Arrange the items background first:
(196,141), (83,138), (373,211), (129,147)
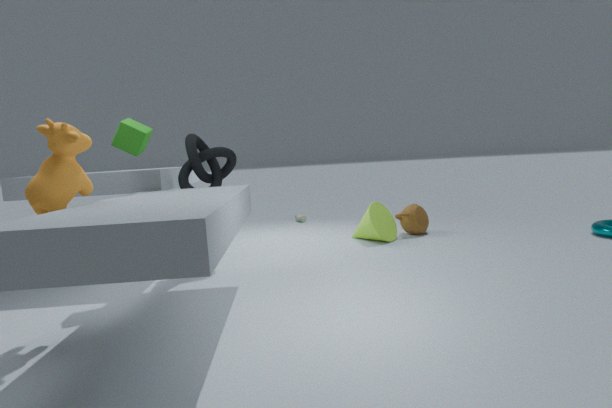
(373,211) < (196,141) < (129,147) < (83,138)
